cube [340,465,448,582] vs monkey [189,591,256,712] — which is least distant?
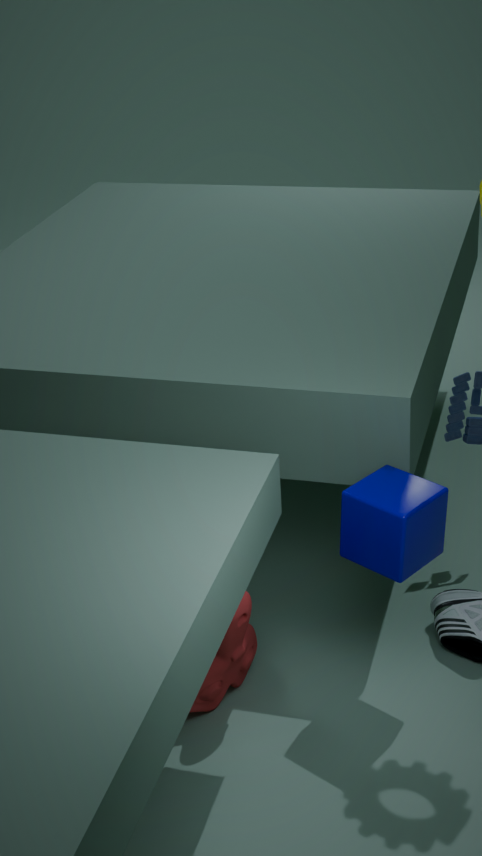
cube [340,465,448,582]
